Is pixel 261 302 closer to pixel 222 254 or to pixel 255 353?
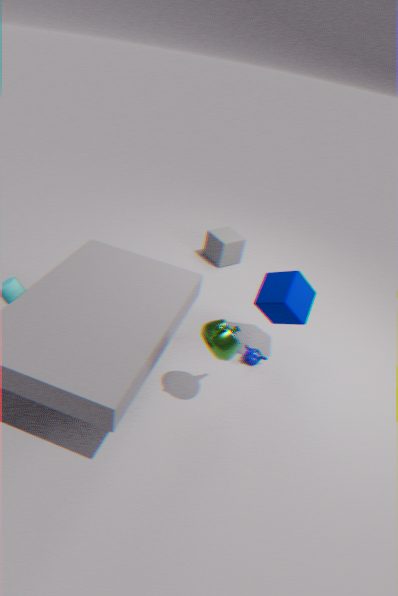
pixel 255 353
